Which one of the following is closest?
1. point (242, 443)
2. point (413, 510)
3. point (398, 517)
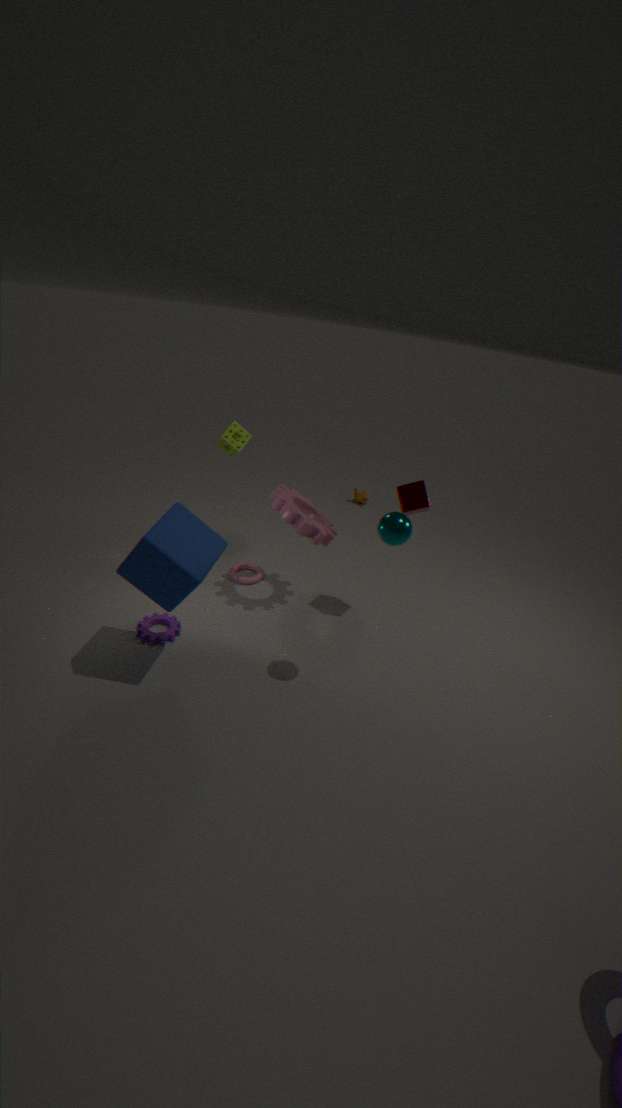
point (398, 517)
